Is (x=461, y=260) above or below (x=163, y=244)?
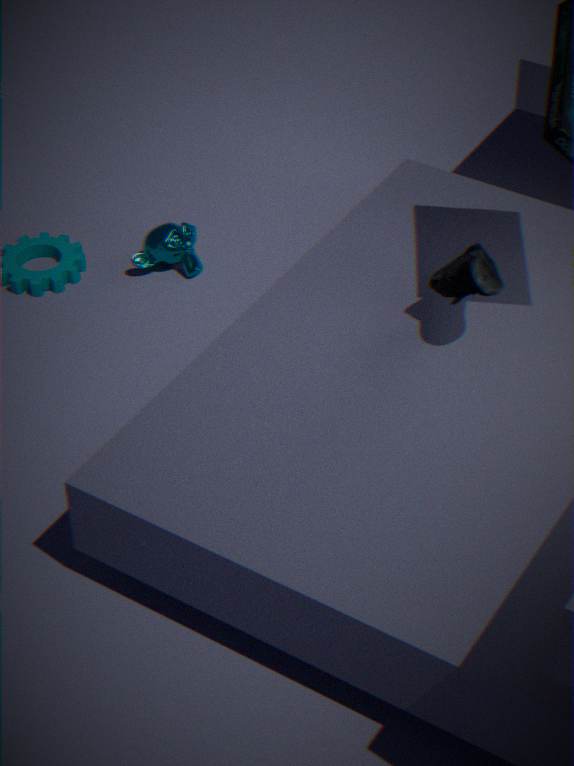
above
